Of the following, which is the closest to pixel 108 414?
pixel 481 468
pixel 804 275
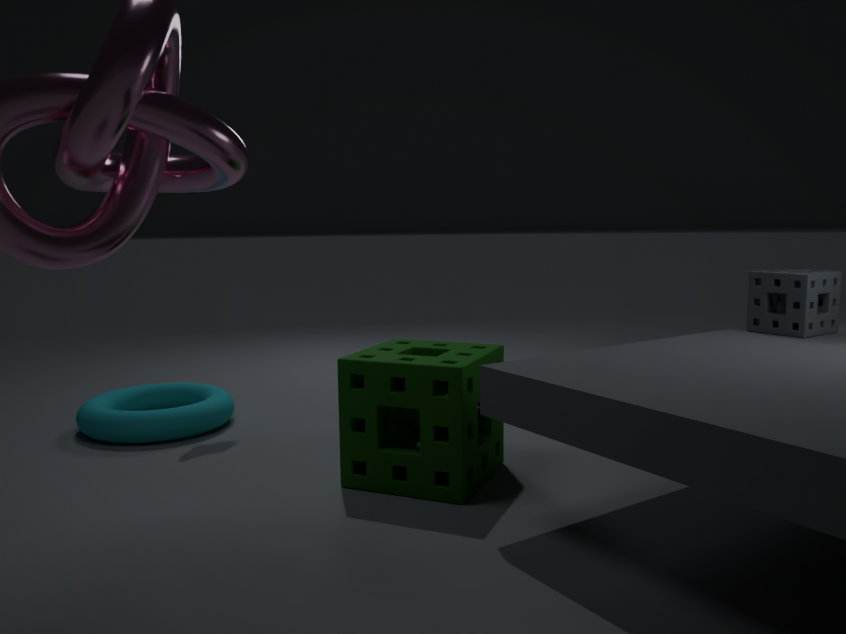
pixel 481 468
